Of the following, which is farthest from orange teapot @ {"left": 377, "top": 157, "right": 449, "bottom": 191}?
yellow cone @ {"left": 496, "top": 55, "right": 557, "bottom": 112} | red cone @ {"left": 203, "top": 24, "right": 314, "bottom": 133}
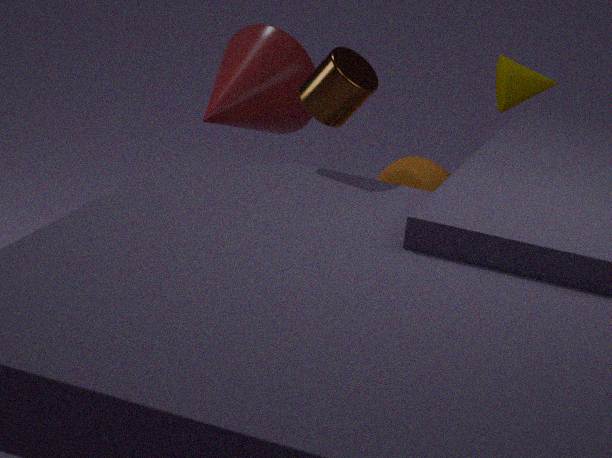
yellow cone @ {"left": 496, "top": 55, "right": 557, "bottom": 112}
